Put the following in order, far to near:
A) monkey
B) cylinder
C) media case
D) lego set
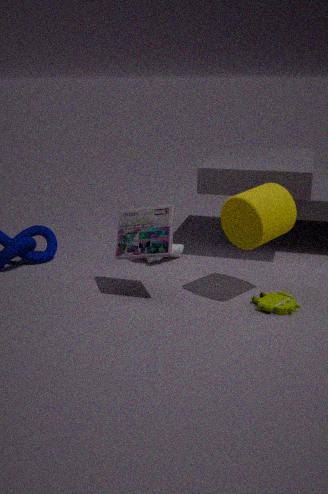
monkey
media case
lego set
cylinder
